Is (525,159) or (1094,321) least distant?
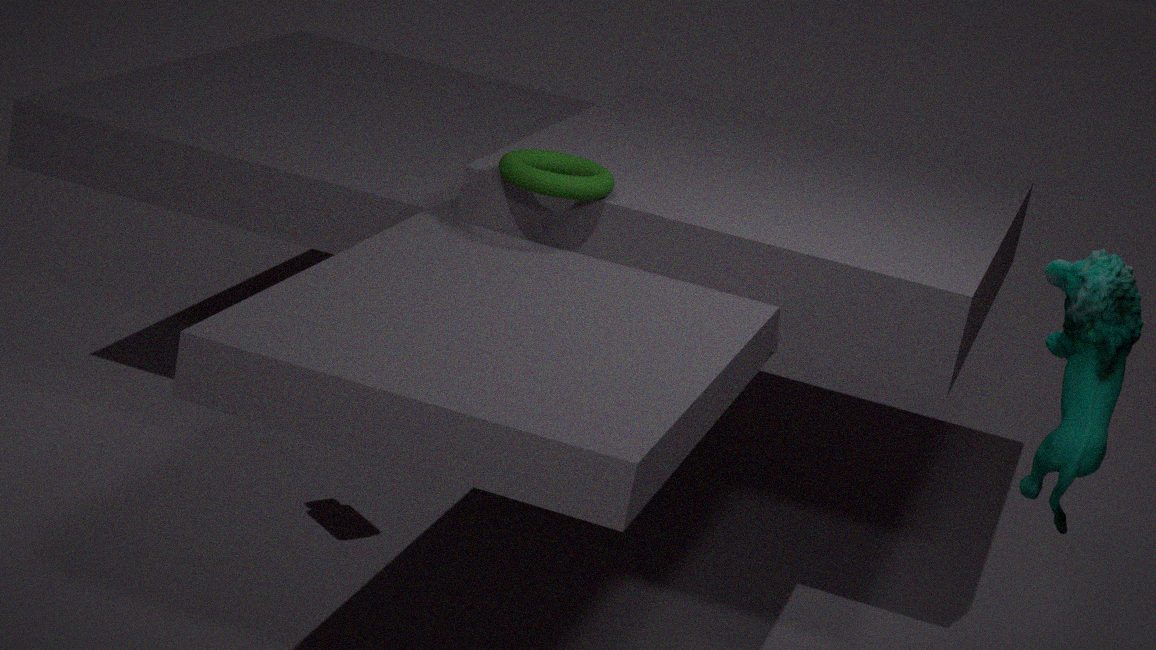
(1094,321)
